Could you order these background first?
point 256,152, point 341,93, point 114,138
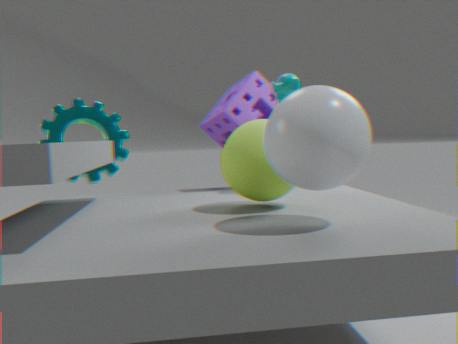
point 114,138 < point 256,152 < point 341,93
